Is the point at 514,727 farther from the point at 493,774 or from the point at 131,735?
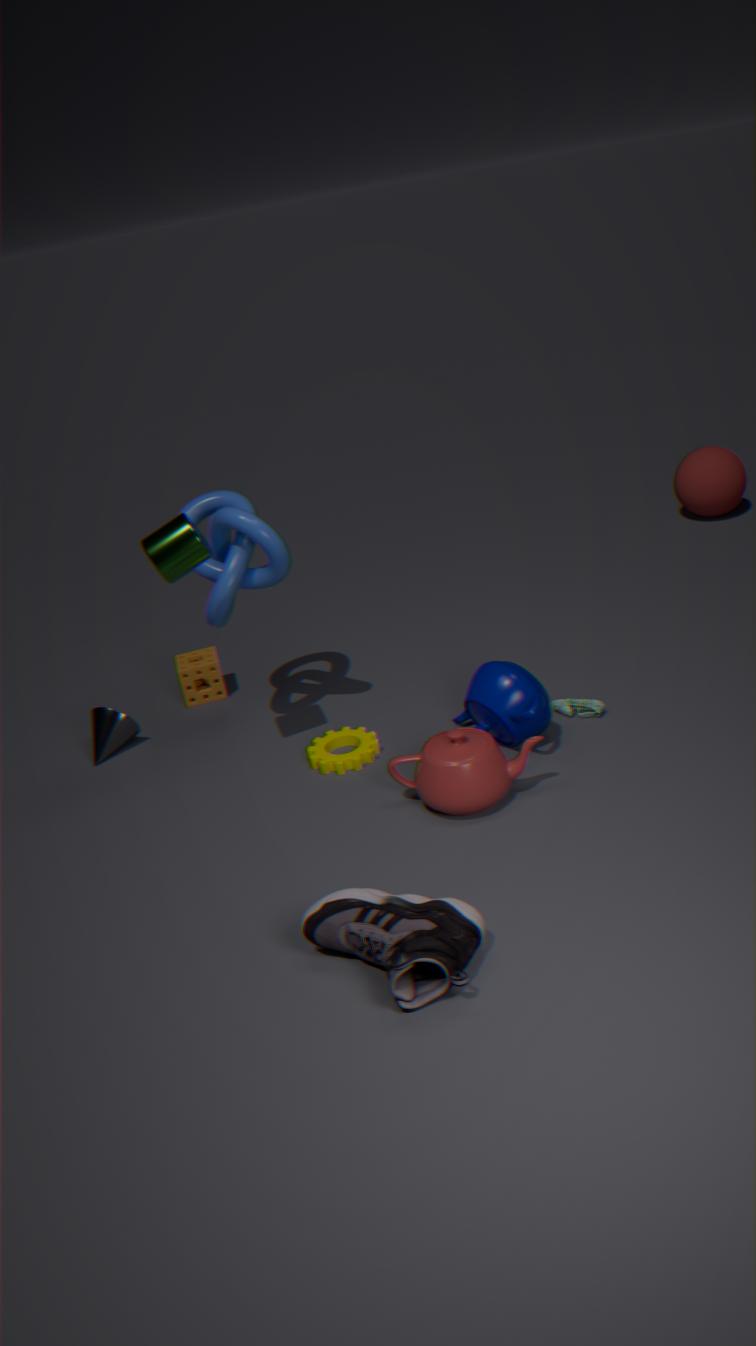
the point at 131,735
